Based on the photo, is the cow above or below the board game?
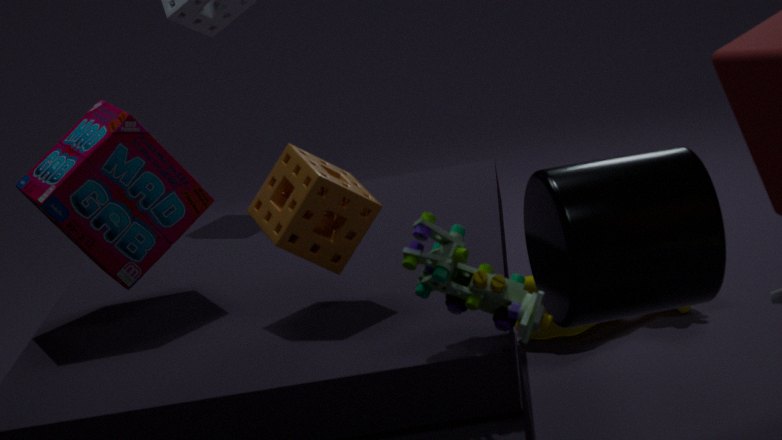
below
